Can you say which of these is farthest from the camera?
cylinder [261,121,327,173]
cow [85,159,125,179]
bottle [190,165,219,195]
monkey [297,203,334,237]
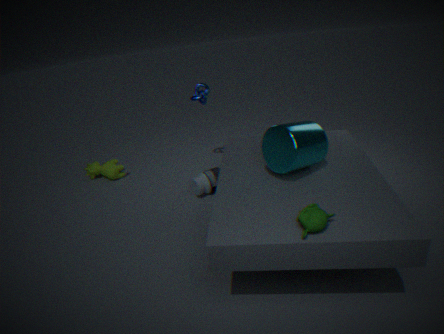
cow [85,159,125,179]
